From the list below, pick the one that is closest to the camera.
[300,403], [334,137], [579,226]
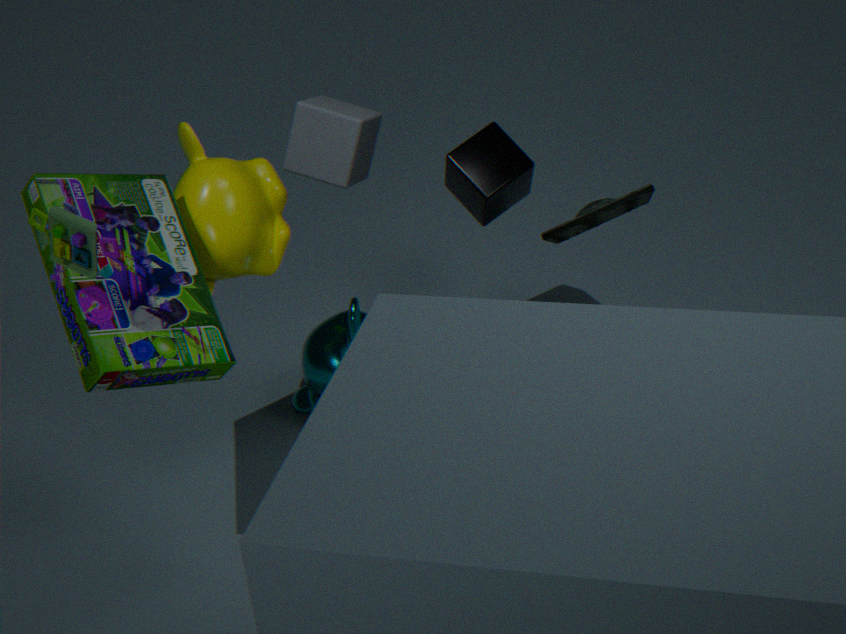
[579,226]
